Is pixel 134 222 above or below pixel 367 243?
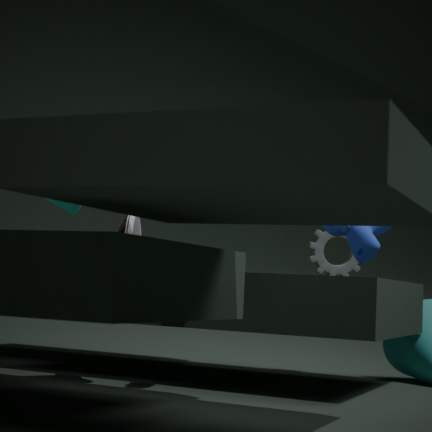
below
